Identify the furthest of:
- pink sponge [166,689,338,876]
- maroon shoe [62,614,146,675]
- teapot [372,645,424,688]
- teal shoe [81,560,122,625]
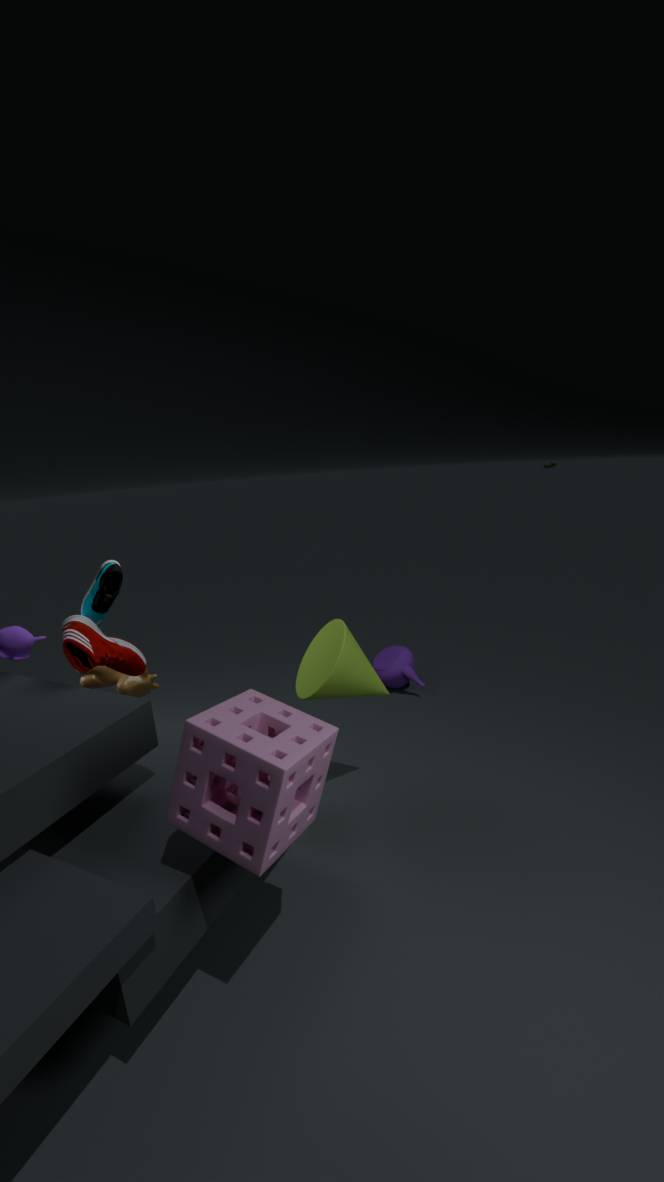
teapot [372,645,424,688]
